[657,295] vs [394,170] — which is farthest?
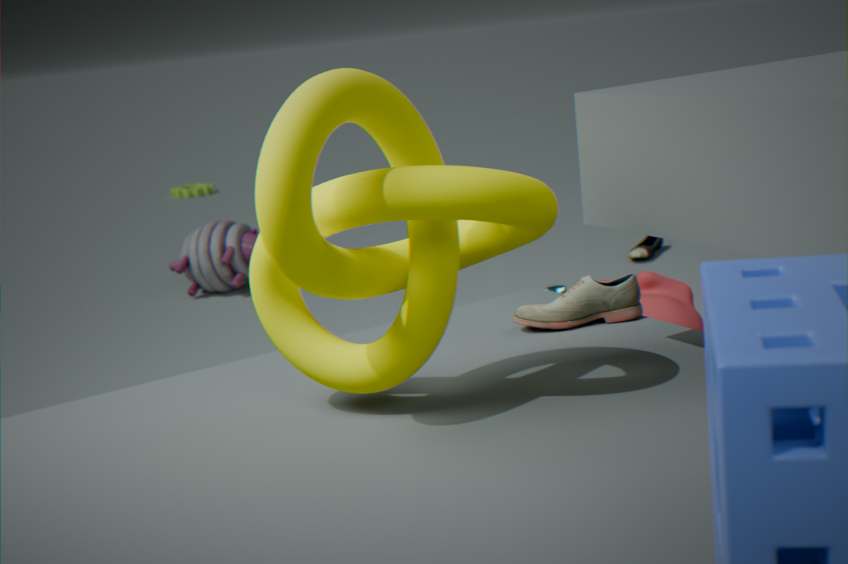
[657,295]
